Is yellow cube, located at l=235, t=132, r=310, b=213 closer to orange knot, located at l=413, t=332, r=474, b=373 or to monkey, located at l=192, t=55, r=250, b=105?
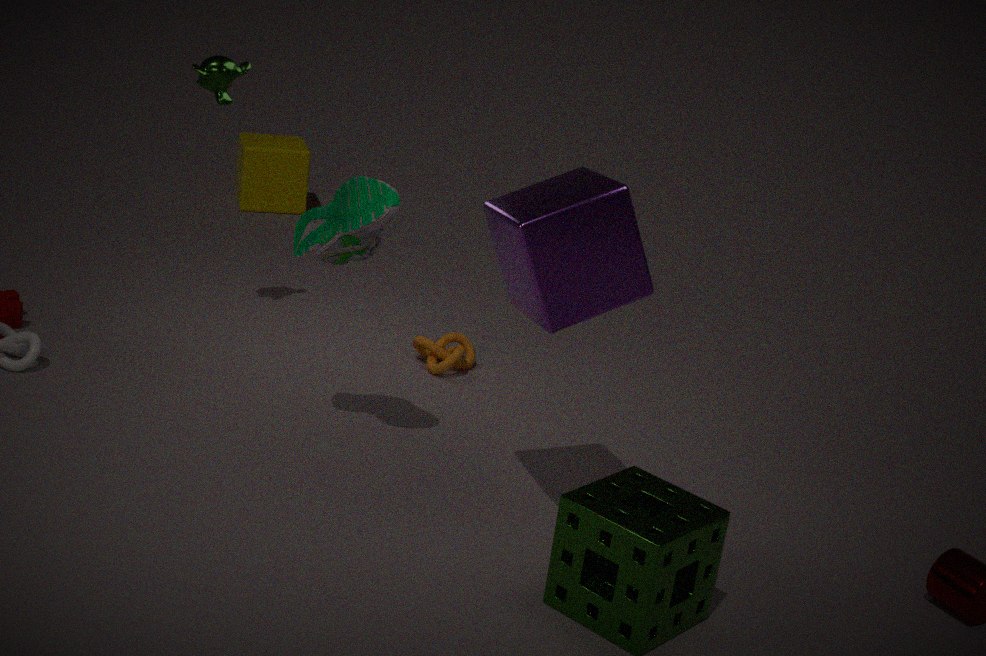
monkey, located at l=192, t=55, r=250, b=105
